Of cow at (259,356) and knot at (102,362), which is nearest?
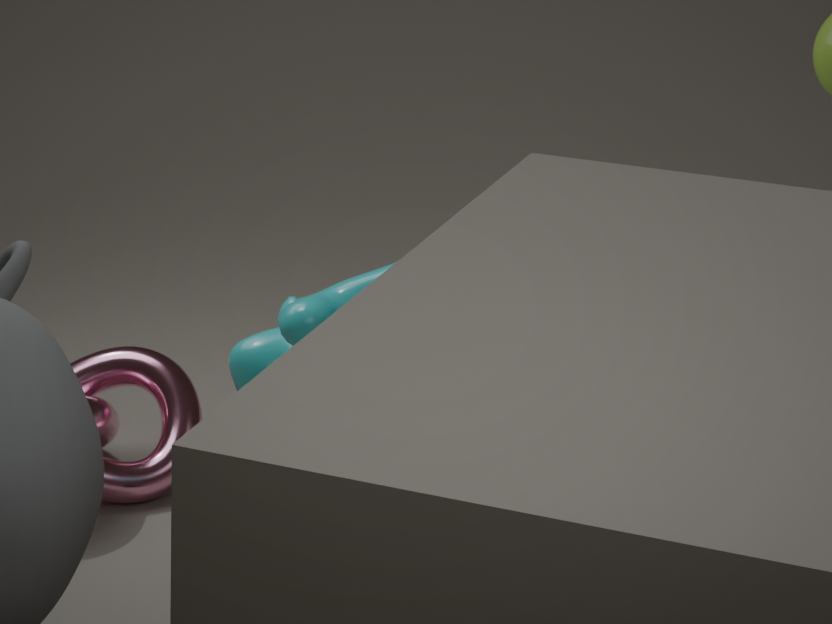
cow at (259,356)
